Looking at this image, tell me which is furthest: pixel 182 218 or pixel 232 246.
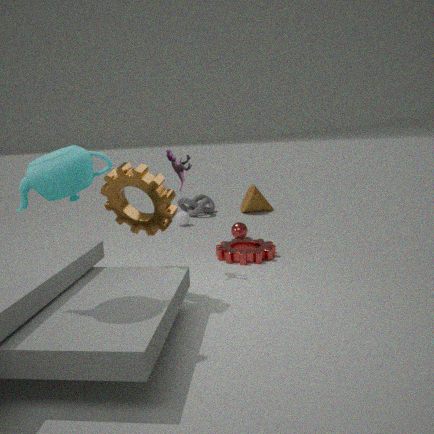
pixel 182 218
